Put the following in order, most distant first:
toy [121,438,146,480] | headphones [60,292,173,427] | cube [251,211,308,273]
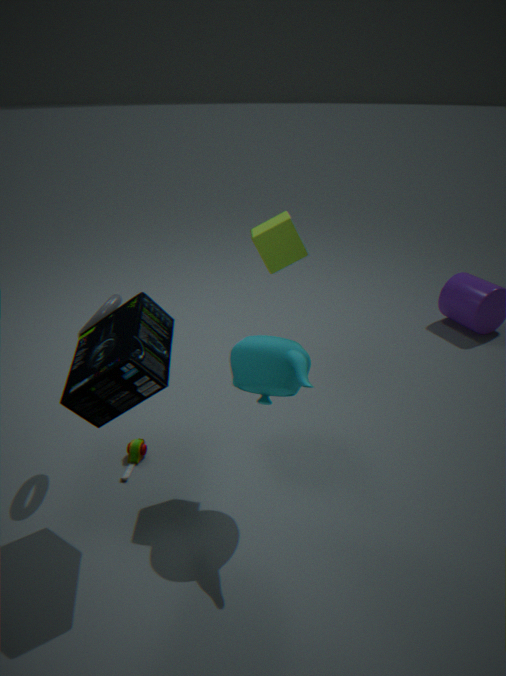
toy [121,438,146,480] → cube [251,211,308,273] → headphones [60,292,173,427]
